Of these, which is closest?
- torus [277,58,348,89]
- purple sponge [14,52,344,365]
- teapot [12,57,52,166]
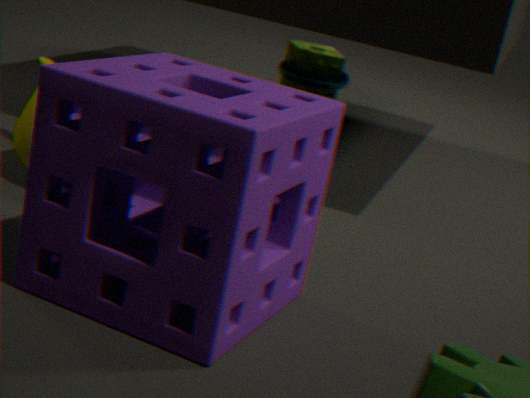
purple sponge [14,52,344,365]
